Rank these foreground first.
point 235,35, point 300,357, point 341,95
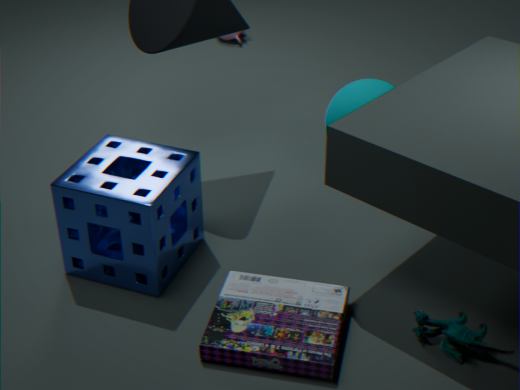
point 300,357
point 341,95
point 235,35
